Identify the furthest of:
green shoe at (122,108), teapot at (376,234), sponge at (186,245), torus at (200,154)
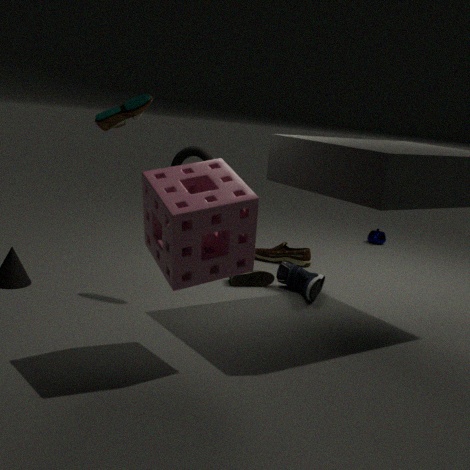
teapot at (376,234)
